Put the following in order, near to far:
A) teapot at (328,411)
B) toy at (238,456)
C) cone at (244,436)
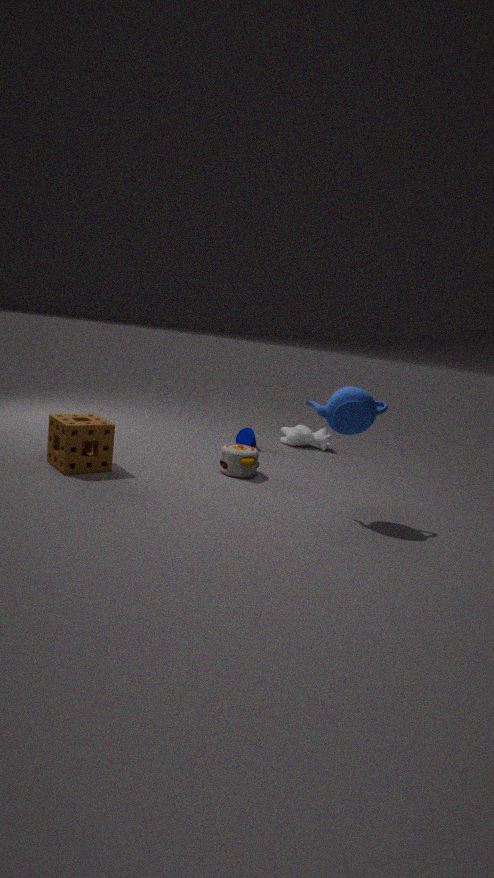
1. teapot at (328,411)
2. toy at (238,456)
3. cone at (244,436)
